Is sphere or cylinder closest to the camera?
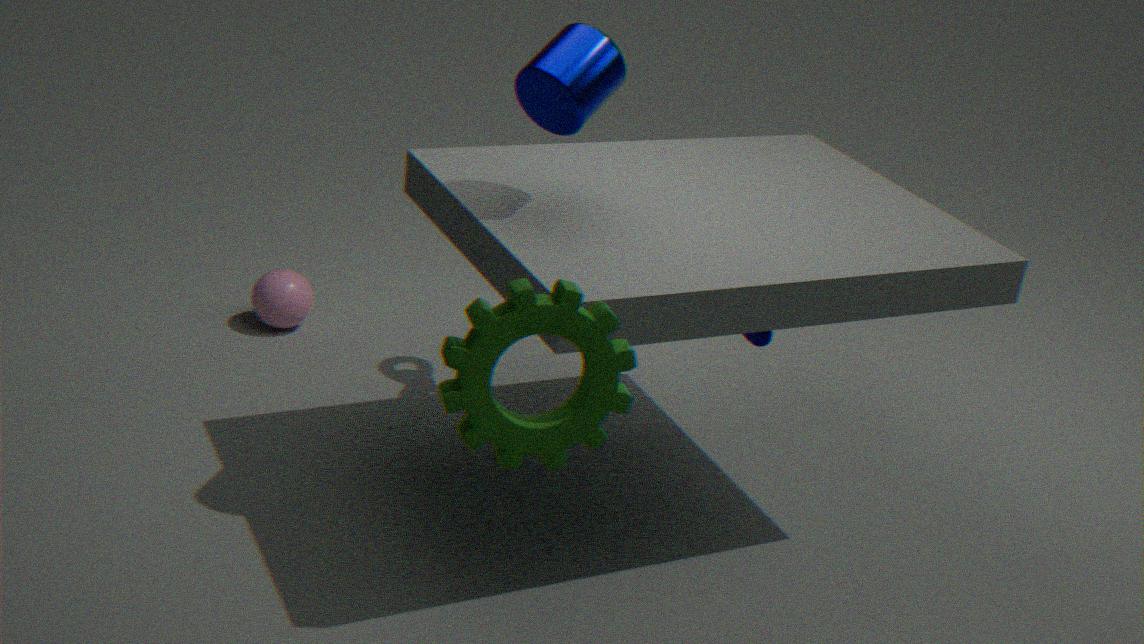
cylinder
